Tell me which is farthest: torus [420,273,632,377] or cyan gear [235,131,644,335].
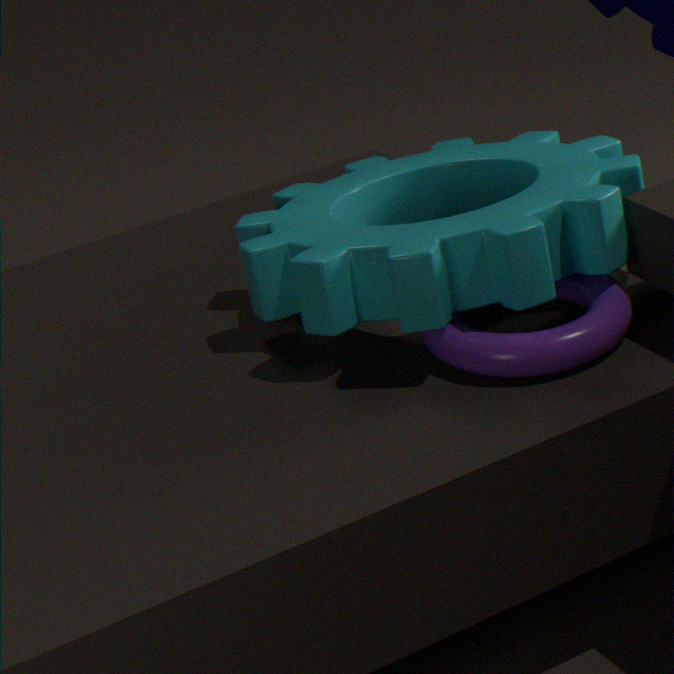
cyan gear [235,131,644,335]
